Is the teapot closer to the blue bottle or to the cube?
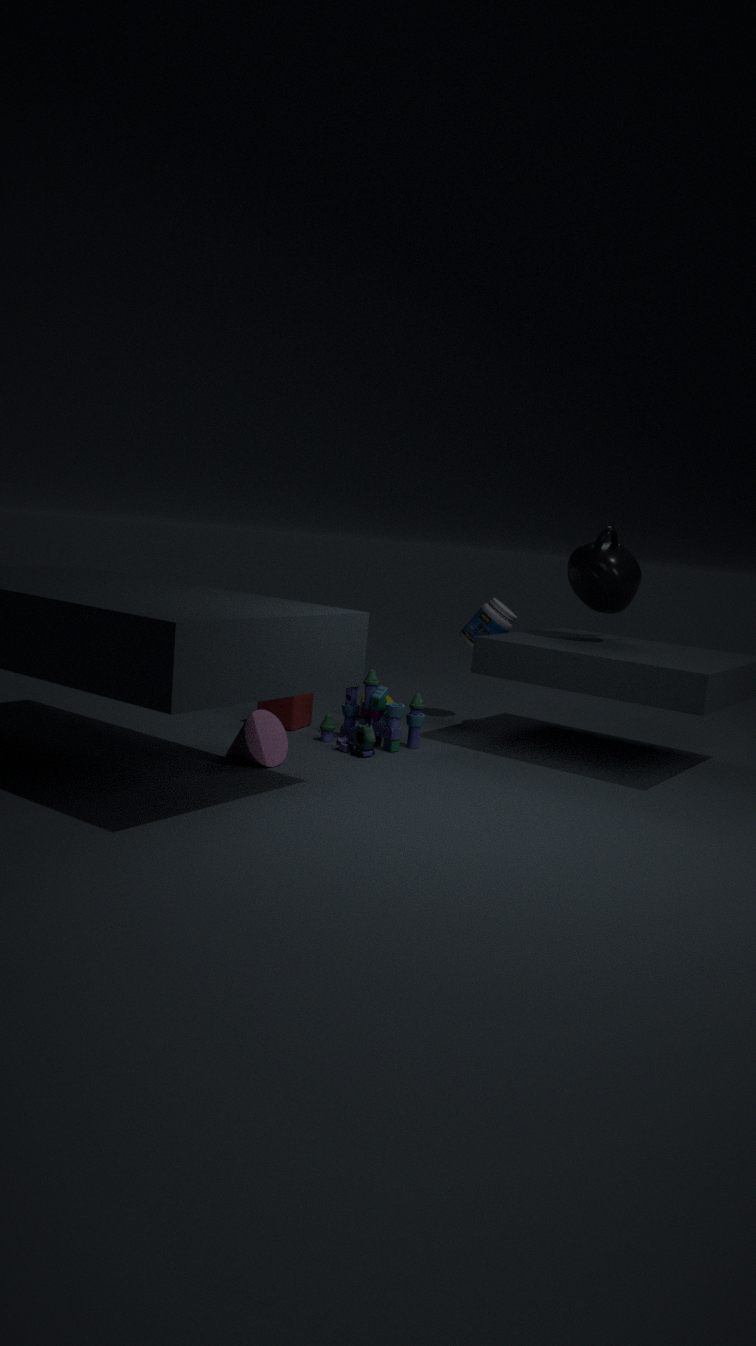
the blue bottle
